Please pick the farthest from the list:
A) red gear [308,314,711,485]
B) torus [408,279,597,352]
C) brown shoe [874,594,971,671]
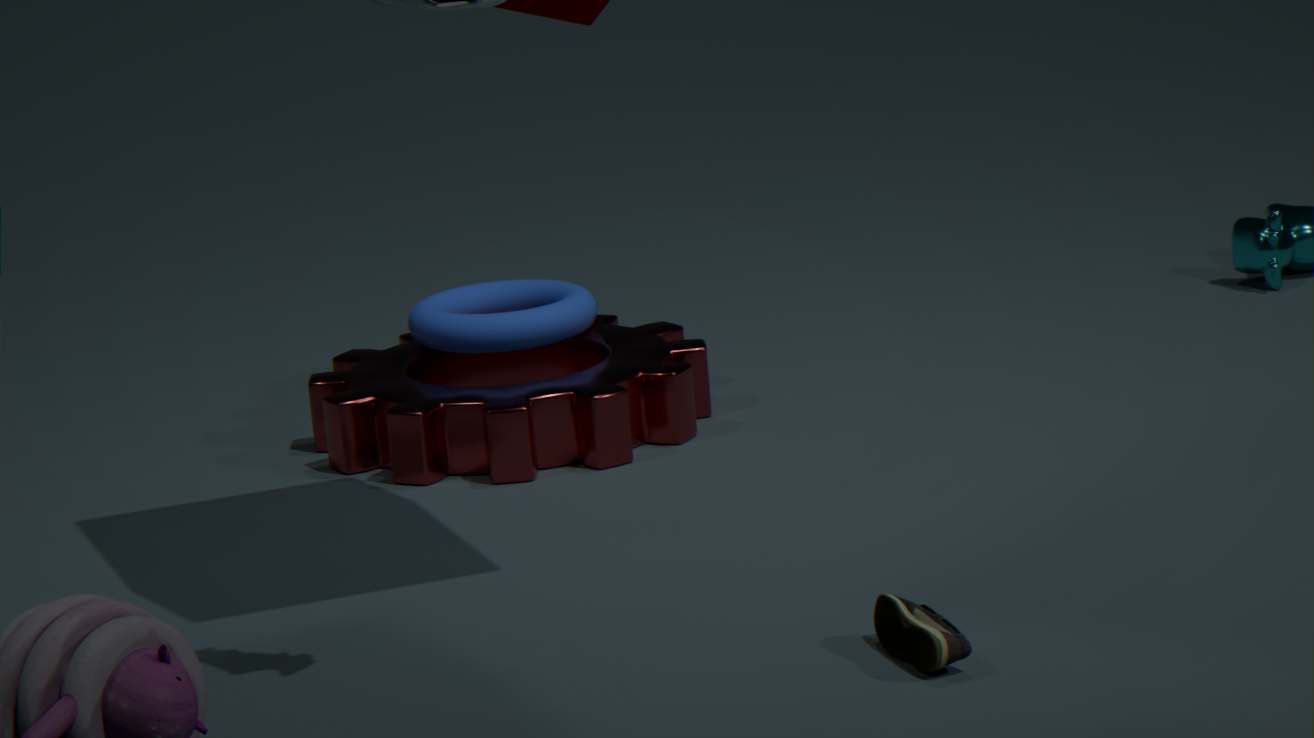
torus [408,279,597,352]
